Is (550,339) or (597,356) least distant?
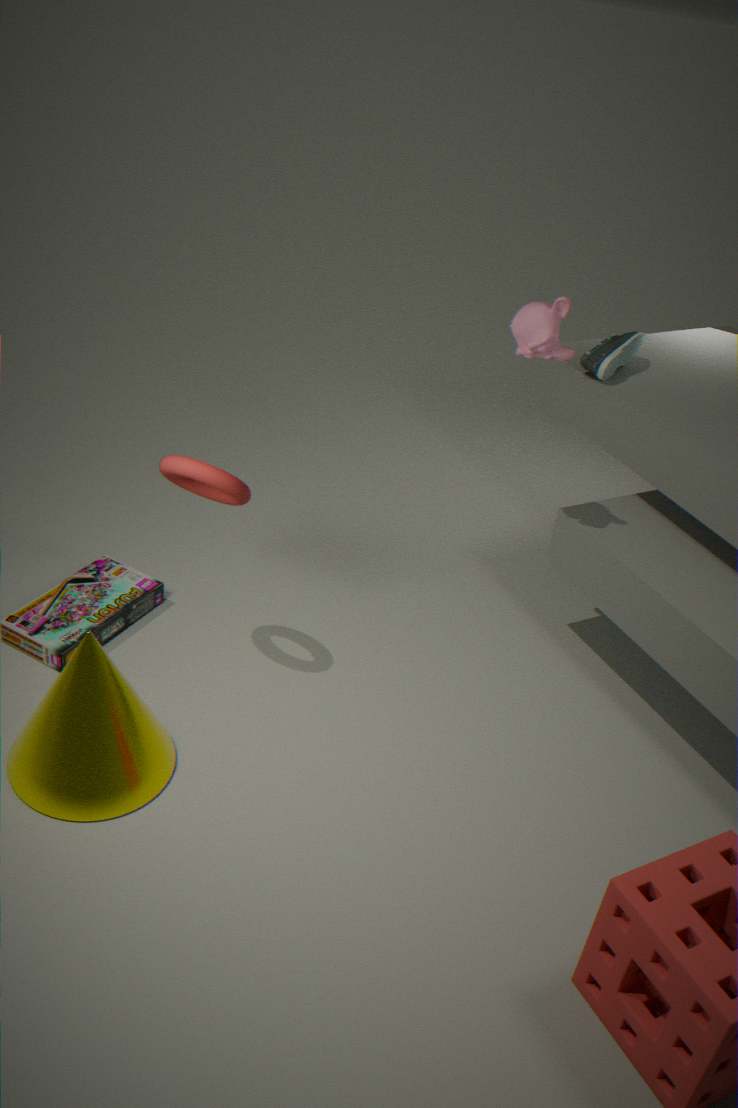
(550,339)
